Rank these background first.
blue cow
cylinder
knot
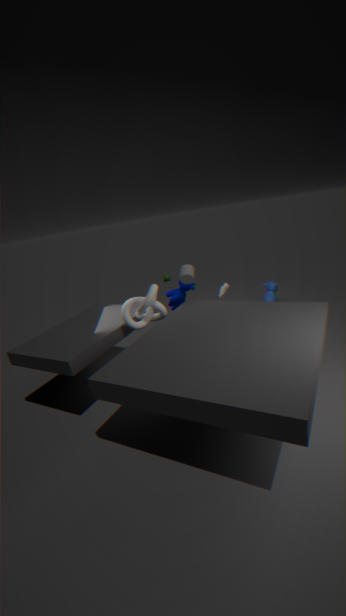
blue cow → cylinder → knot
